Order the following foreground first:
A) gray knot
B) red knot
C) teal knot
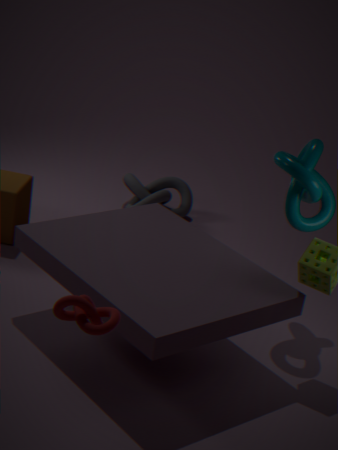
1. red knot
2. teal knot
3. gray knot
